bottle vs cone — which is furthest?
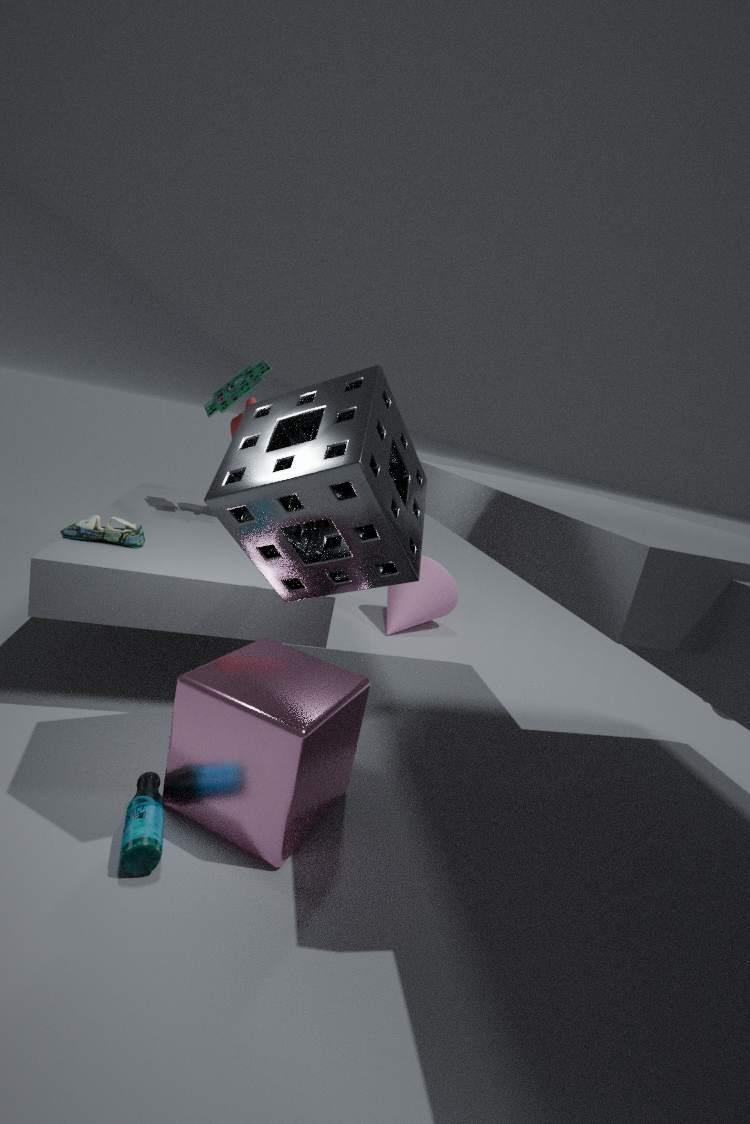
cone
